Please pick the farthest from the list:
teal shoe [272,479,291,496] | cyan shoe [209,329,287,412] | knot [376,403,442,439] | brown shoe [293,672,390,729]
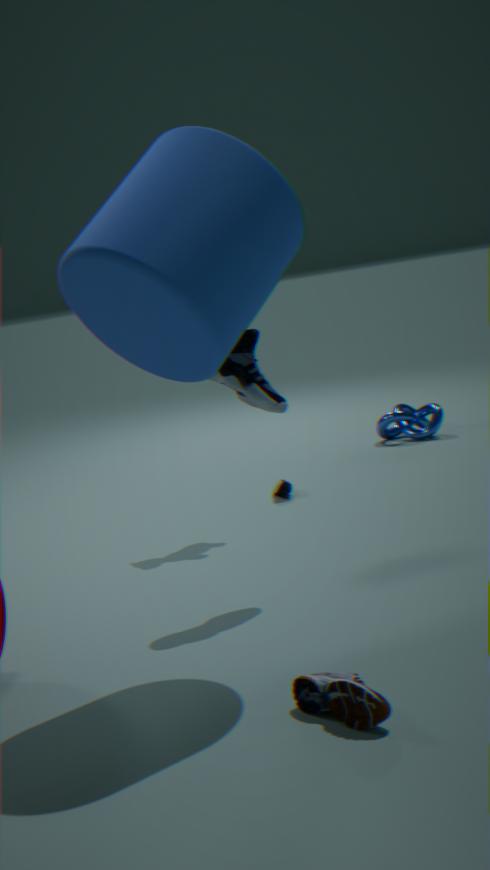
knot [376,403,442,439]
